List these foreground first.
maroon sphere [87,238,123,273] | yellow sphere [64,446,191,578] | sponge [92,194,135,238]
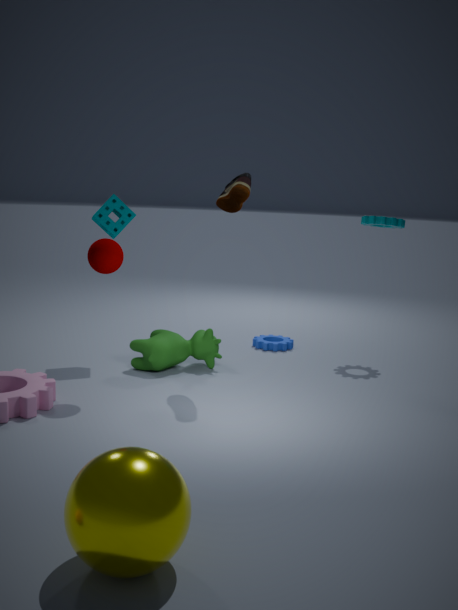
yellow sphere [64,446,191,578], maroon sphere [87,238,123,273], sponge [92,194,135,238]
